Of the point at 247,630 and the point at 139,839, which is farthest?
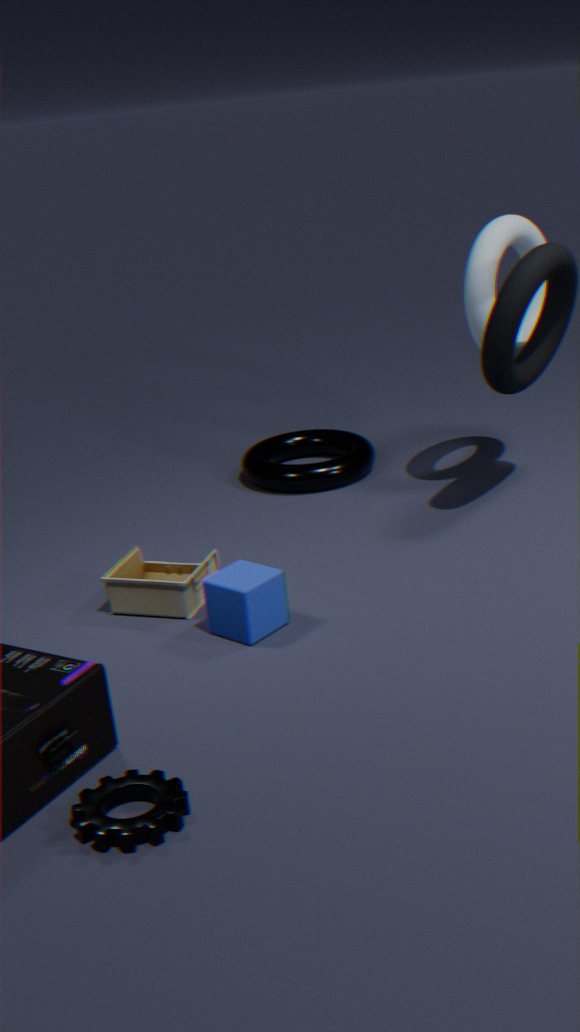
the point at 247,630
